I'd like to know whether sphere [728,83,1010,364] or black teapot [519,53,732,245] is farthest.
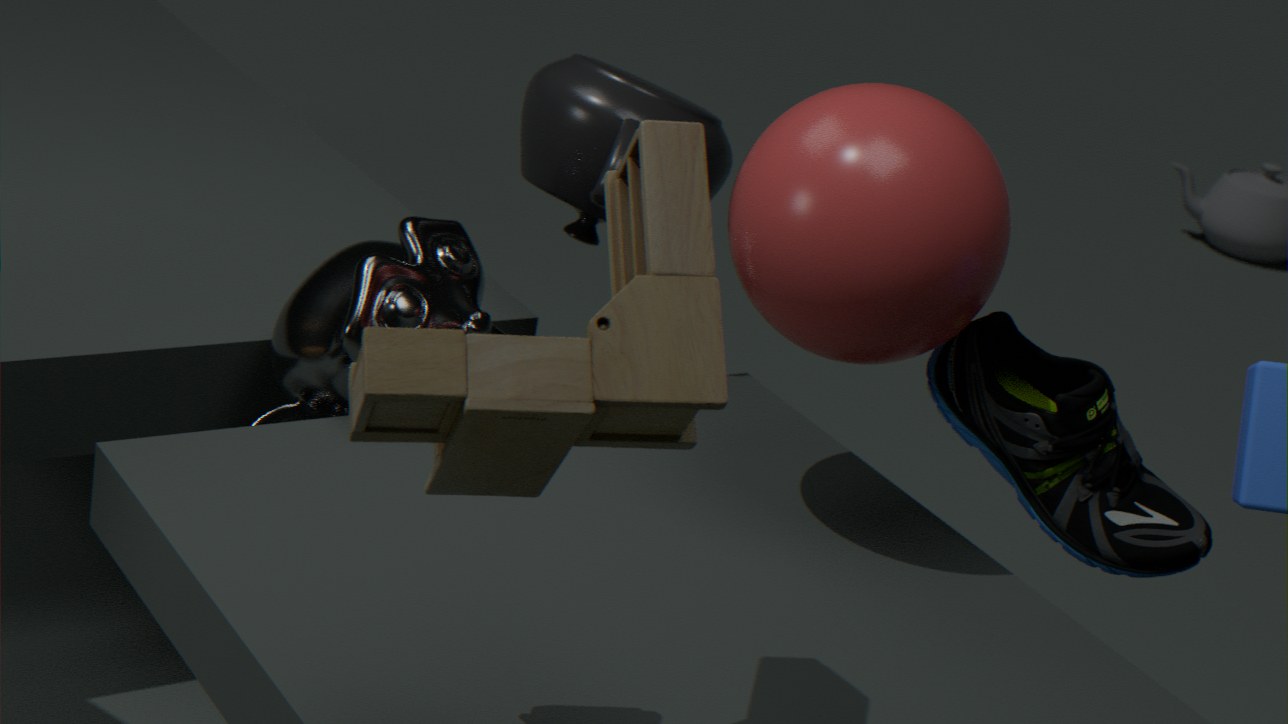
black teapot [519,53,732,245]
